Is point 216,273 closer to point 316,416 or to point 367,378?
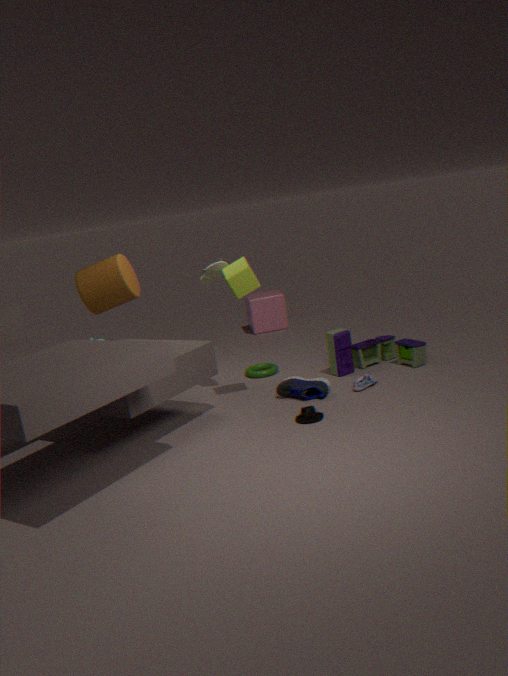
point 316,416
